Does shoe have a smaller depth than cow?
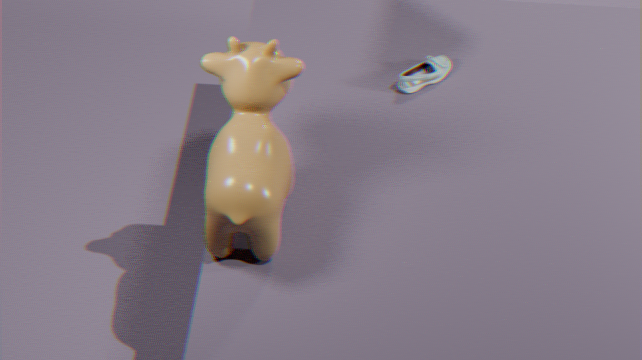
No
